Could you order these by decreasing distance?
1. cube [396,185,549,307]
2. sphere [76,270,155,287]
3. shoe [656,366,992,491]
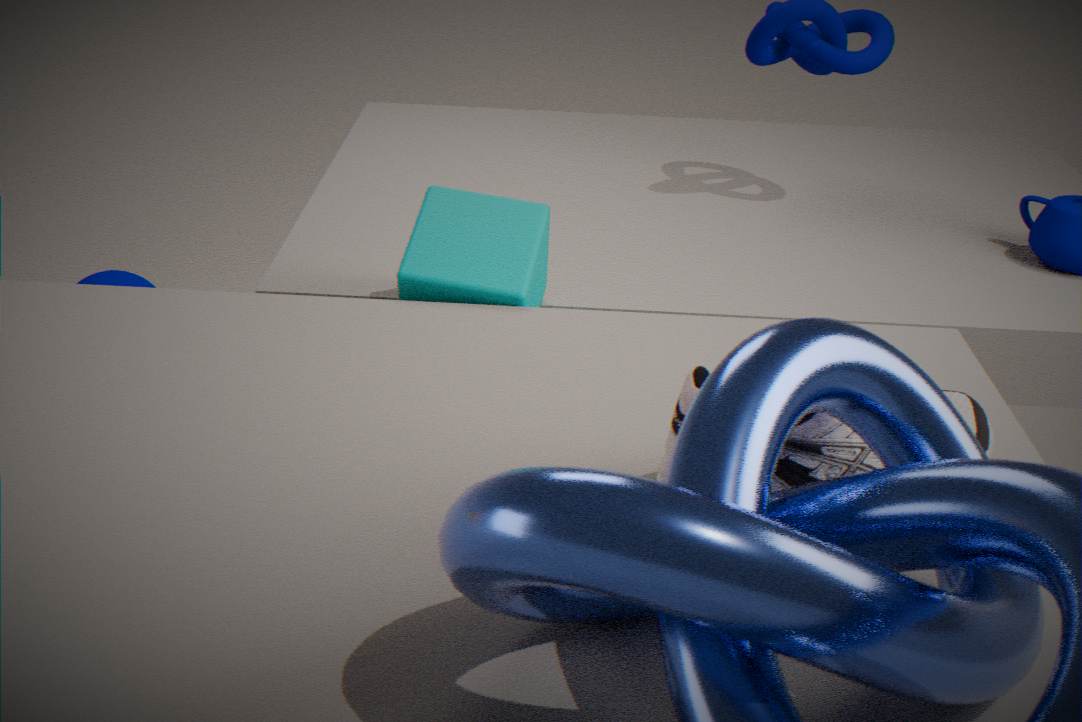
sphere [76,270,155,287] → cube [396,185,549,307] → shoe [656,366,992,491]
